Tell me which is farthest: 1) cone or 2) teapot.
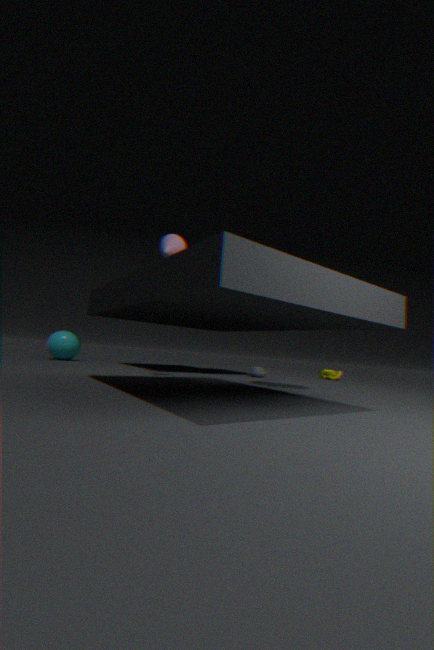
2. teapot
